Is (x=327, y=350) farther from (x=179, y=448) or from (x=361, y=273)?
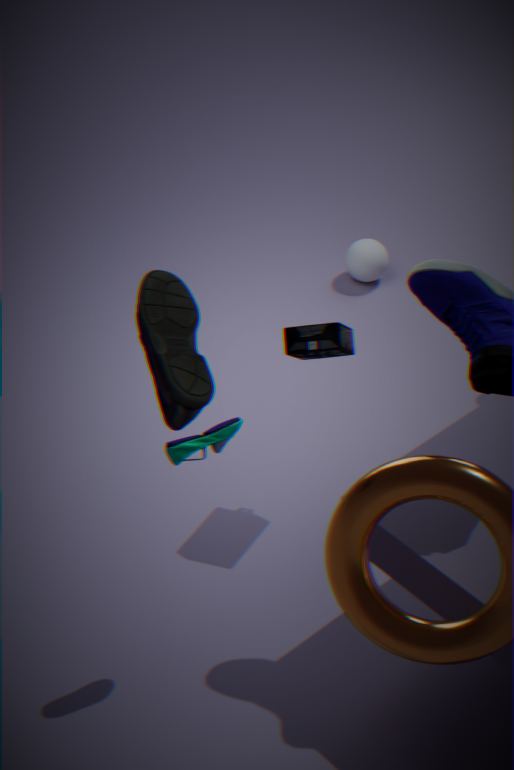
(x=361, y=273)
